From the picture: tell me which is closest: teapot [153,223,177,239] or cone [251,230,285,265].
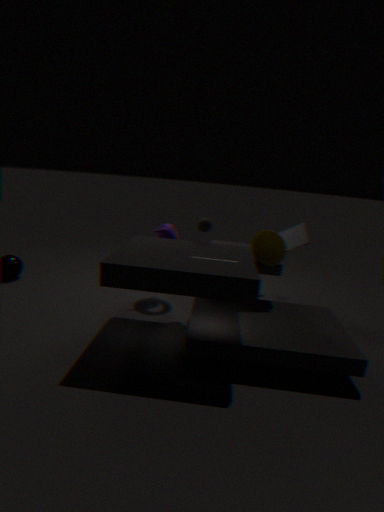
cone [251,230,285,265]
